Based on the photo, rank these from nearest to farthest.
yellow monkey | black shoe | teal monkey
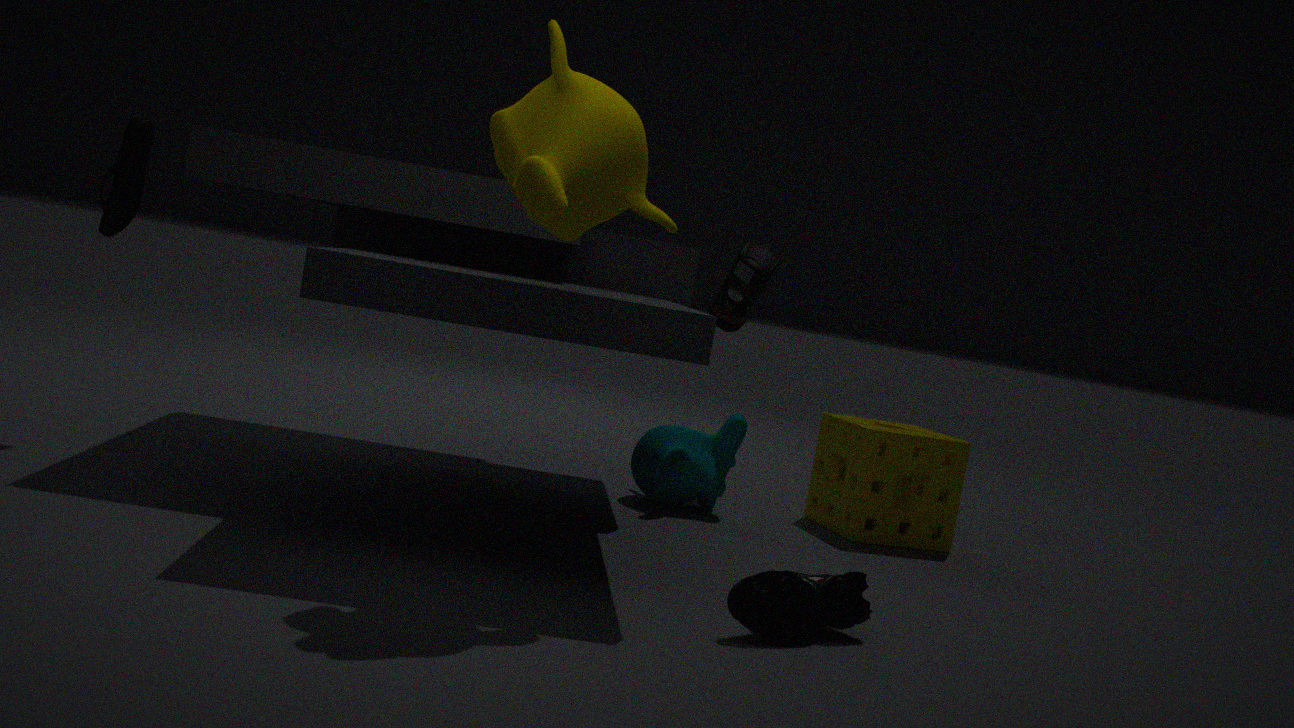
yellow monkey → black shoe → teal monkey
